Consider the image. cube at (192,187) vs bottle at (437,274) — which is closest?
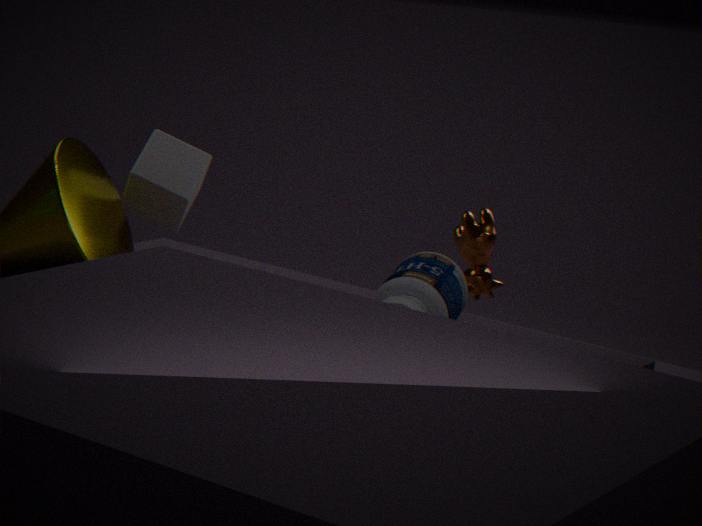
bottle at (437,274)
